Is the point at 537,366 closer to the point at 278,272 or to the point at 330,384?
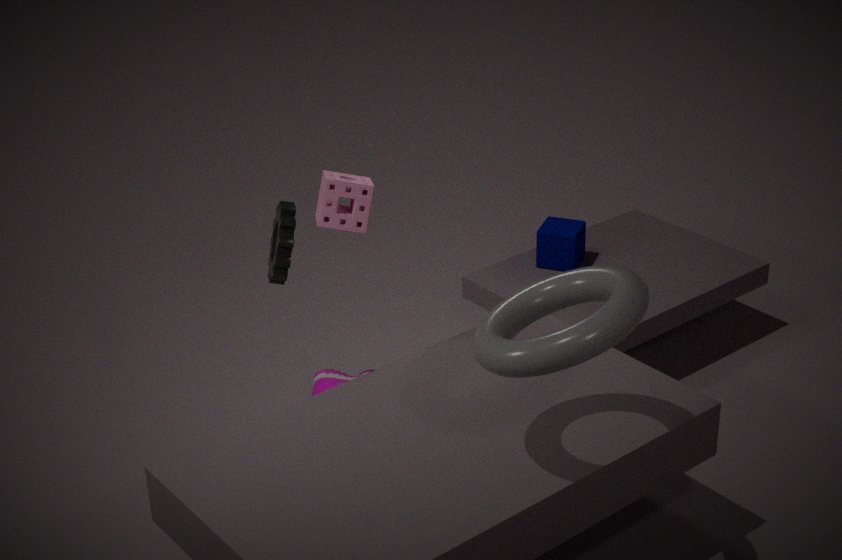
the point at 278,272
